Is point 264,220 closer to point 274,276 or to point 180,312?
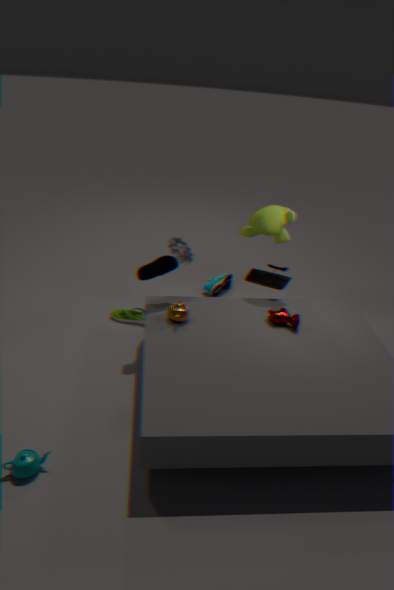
point 274,276
